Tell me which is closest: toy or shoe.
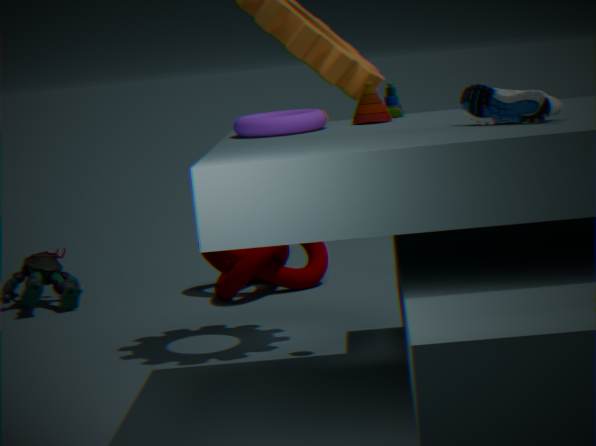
shoe
